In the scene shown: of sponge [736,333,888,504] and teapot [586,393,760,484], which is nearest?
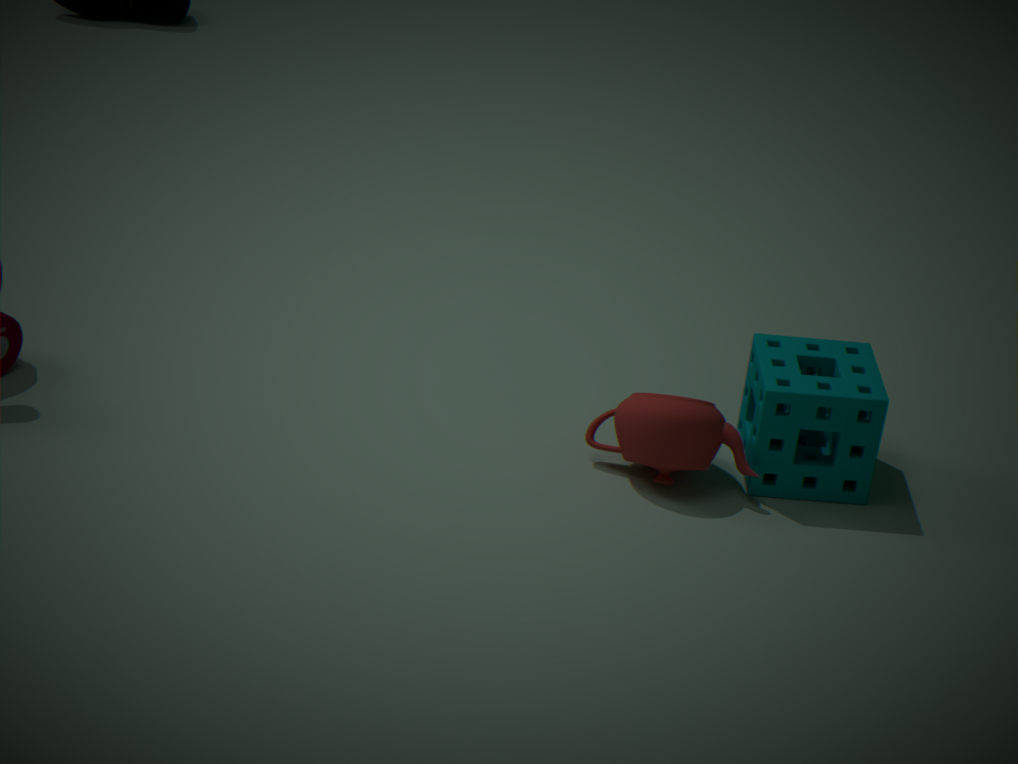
teapot [586,393,760,484]
